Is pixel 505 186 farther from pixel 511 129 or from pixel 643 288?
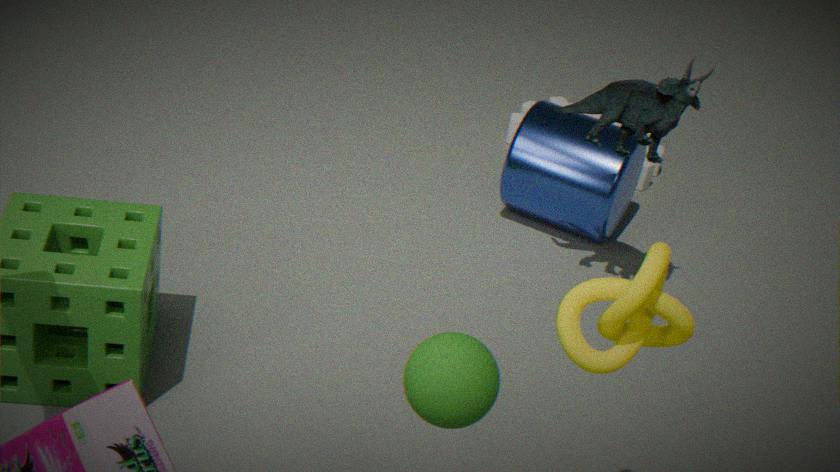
A: pixel 643 288
